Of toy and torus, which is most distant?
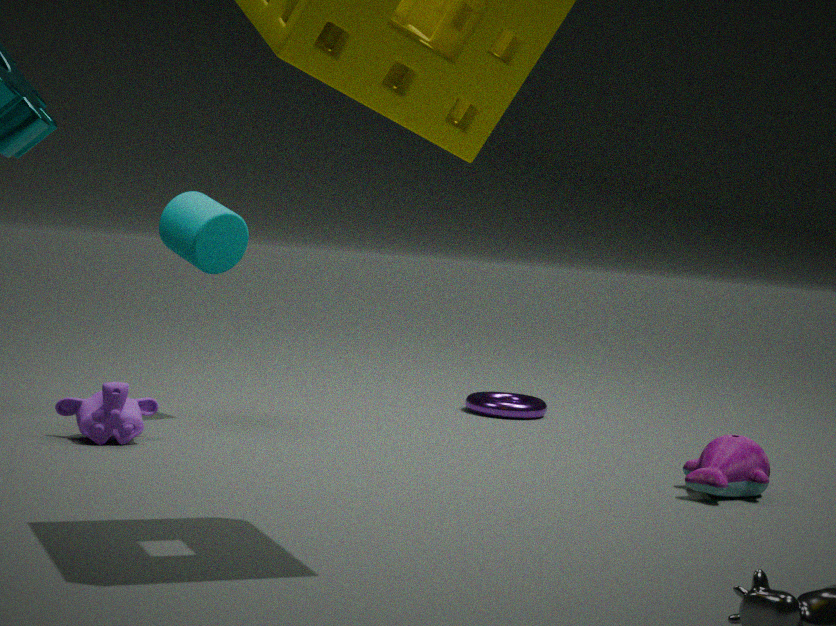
torus
